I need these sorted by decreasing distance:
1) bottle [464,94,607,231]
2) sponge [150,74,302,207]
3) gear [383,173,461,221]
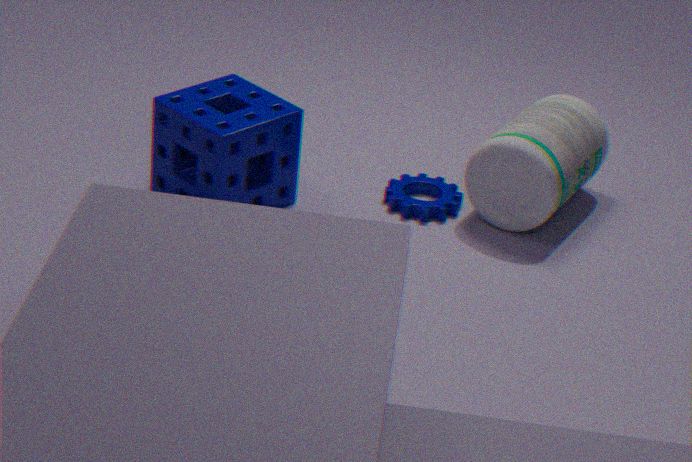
3. gear [383,173,461,221]
1. bottle [464,94,607,231]
2. sponge [150,74,302,207]
